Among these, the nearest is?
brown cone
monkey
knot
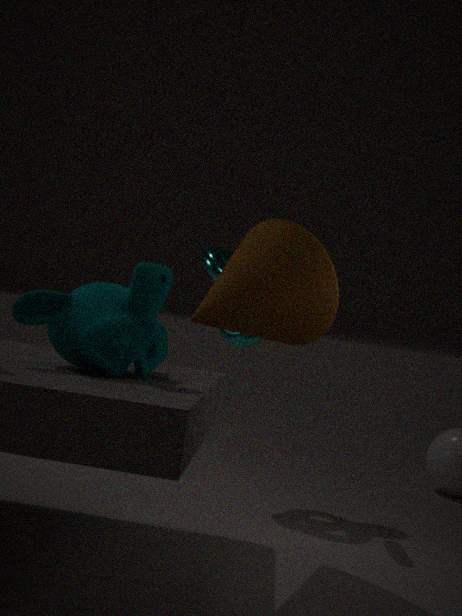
monkey
